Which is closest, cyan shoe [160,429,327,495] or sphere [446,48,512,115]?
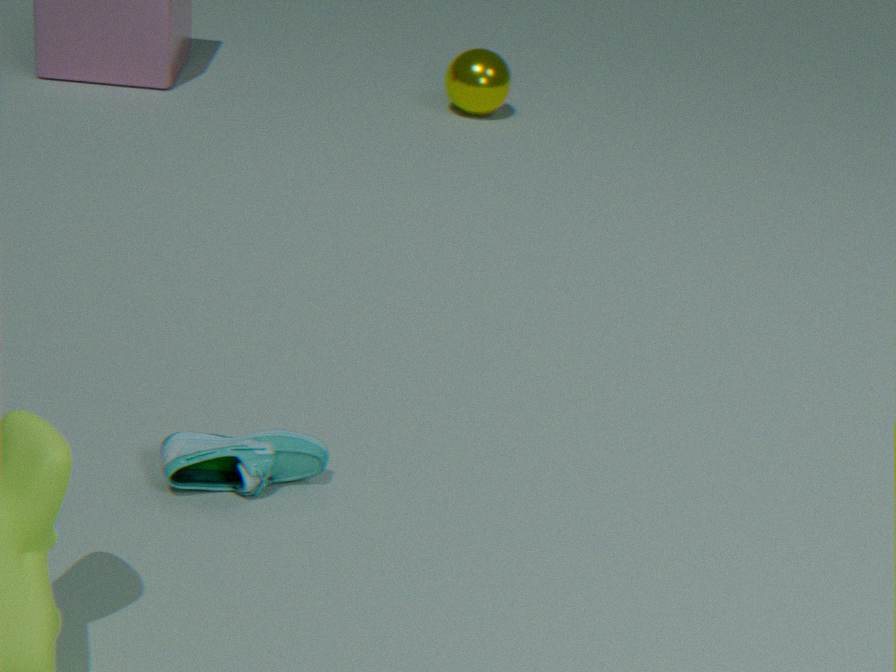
cyan shoe [160,429,327,495]
